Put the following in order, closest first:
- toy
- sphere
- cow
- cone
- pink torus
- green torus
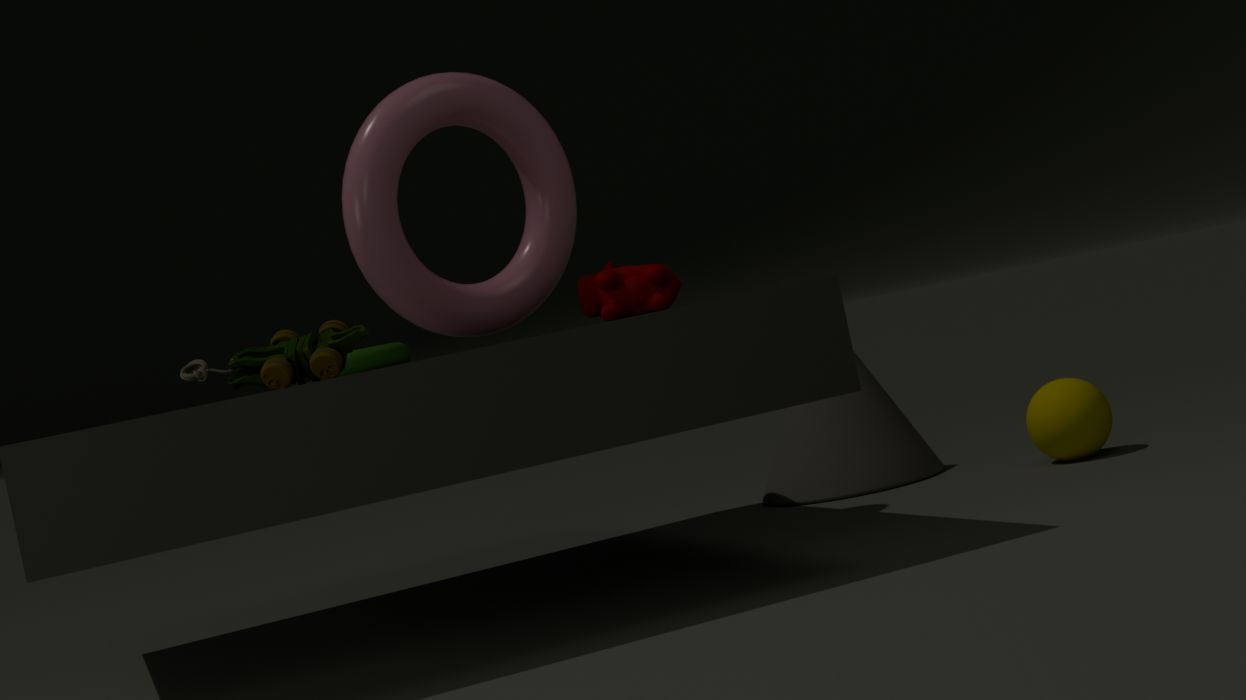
toy
cow
pink torus
green torus
sphere
cone
